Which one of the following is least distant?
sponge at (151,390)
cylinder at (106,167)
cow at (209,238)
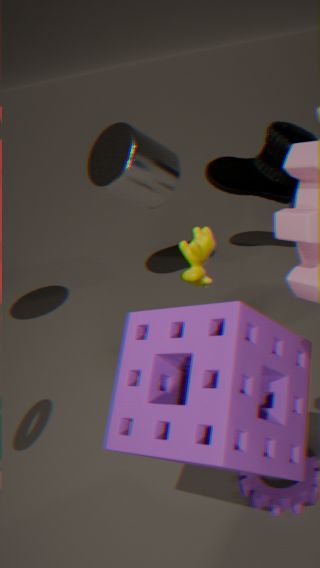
sponge at (151,390)
